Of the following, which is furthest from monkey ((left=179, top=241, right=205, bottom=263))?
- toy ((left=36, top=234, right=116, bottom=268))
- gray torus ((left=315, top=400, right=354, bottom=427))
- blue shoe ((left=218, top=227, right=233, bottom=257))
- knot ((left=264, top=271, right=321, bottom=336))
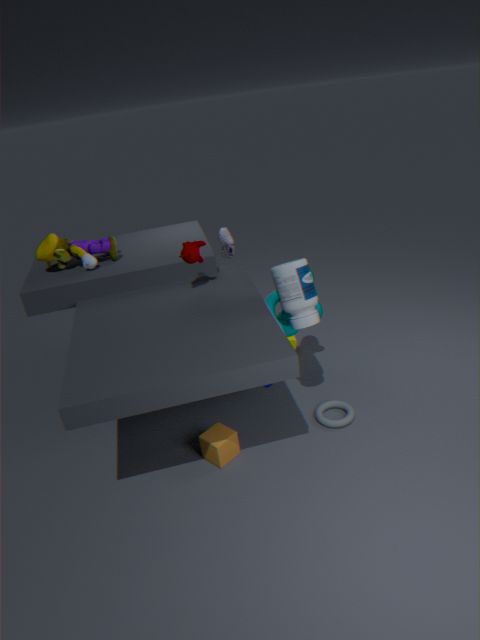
gray torus ((left=315, top=400, right=354, bottom=427))
